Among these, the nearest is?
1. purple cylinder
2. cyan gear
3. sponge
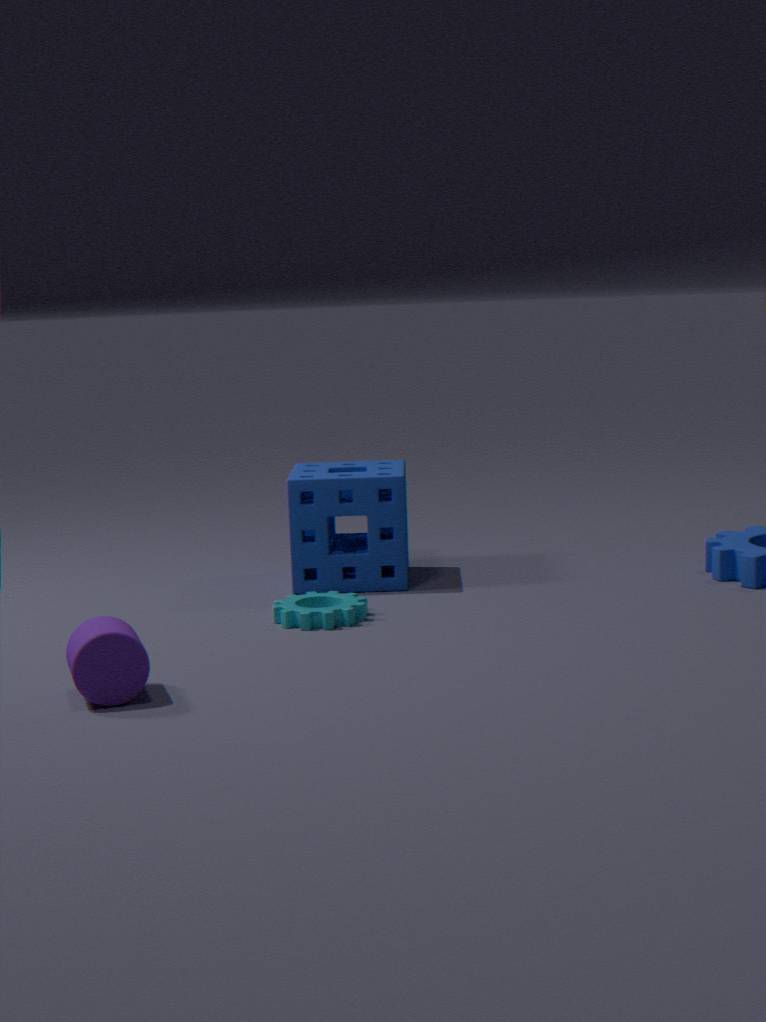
purple cylinder
